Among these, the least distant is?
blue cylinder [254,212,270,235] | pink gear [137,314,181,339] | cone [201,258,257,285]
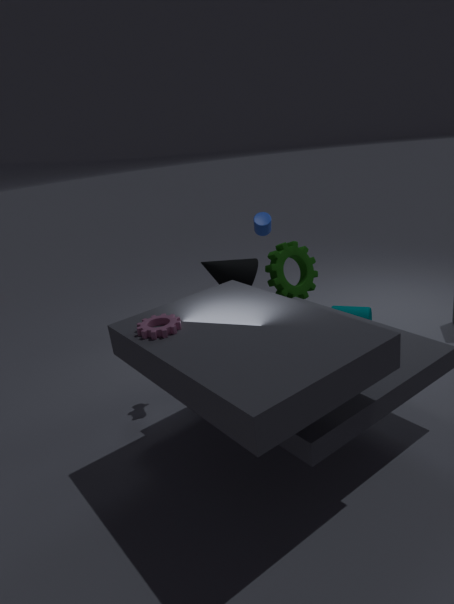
pink gear [137,314,181,339]
